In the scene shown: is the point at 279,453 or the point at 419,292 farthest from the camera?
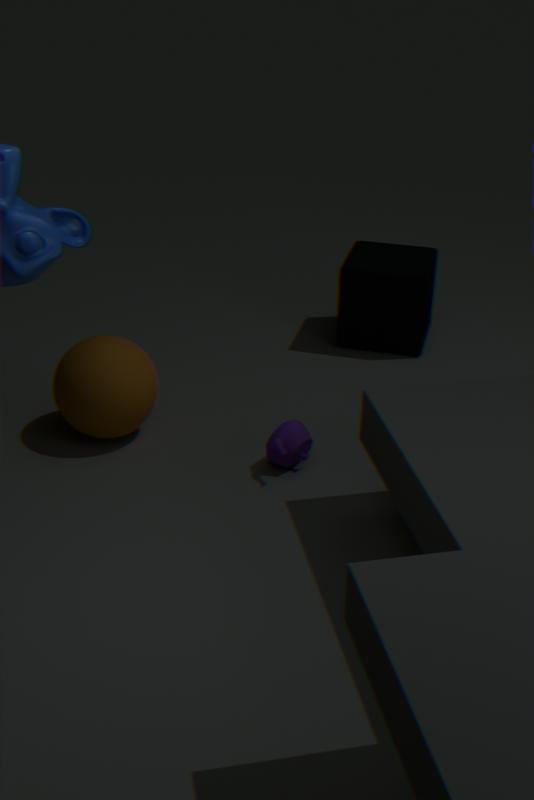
the point at 419,292
